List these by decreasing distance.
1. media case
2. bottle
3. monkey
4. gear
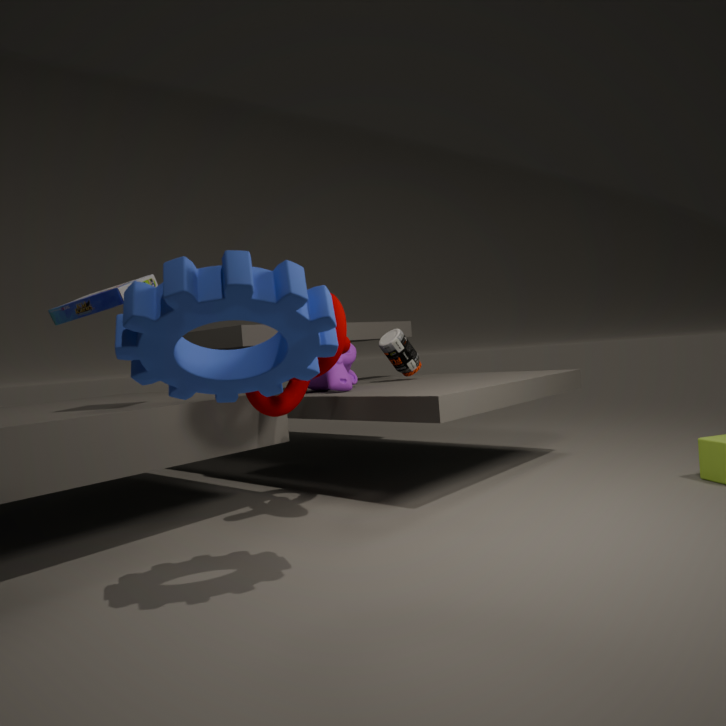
1. bottle
2. monkey
3. media case
4. gear
